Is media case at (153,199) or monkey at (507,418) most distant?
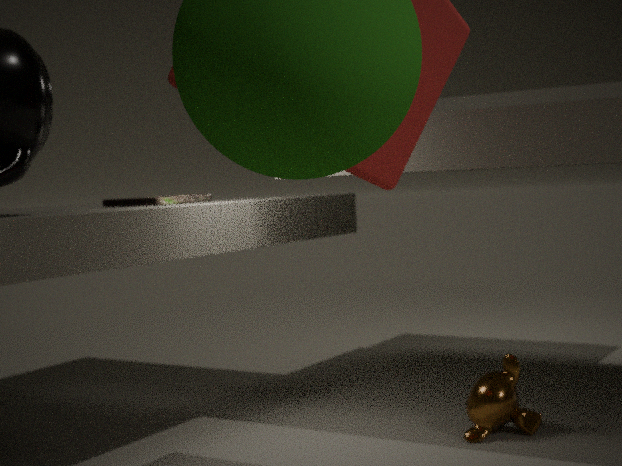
media case at (153,199)
